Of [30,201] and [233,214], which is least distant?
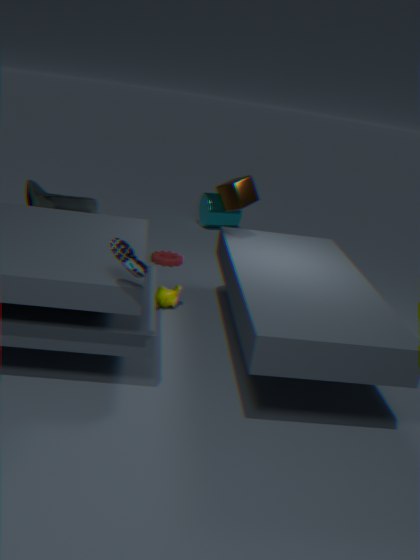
[30,201]
